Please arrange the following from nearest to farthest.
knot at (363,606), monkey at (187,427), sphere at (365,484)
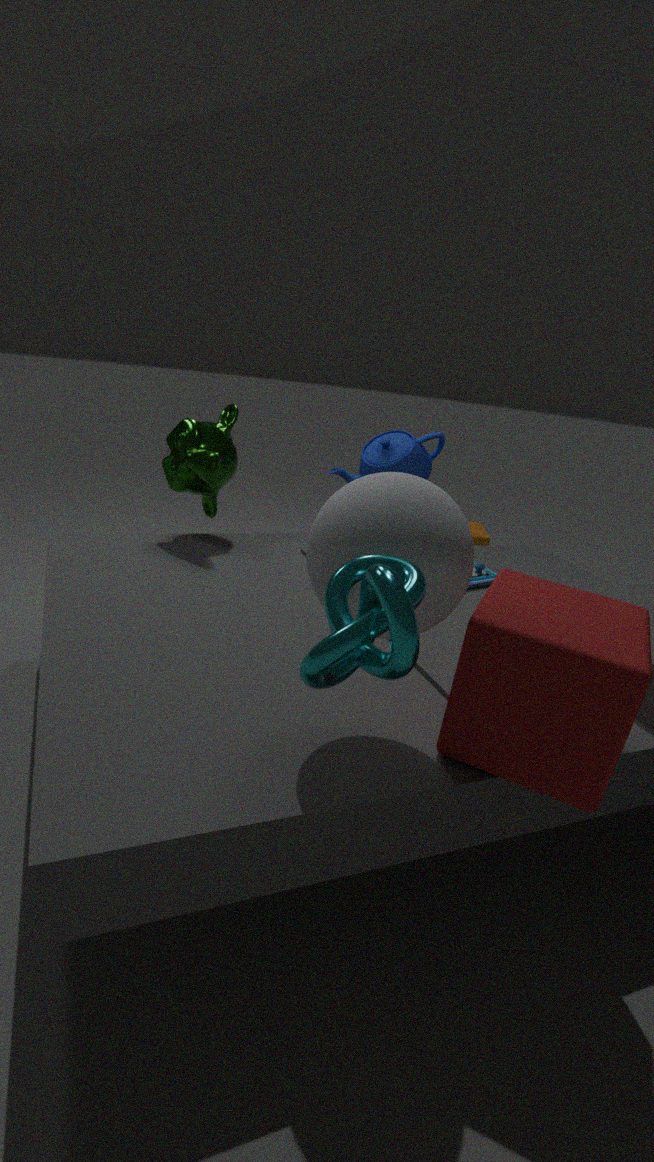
Answer: 1. knot at (363,606)
2. sphere at (365,484)
3. monkey at (187,427)
